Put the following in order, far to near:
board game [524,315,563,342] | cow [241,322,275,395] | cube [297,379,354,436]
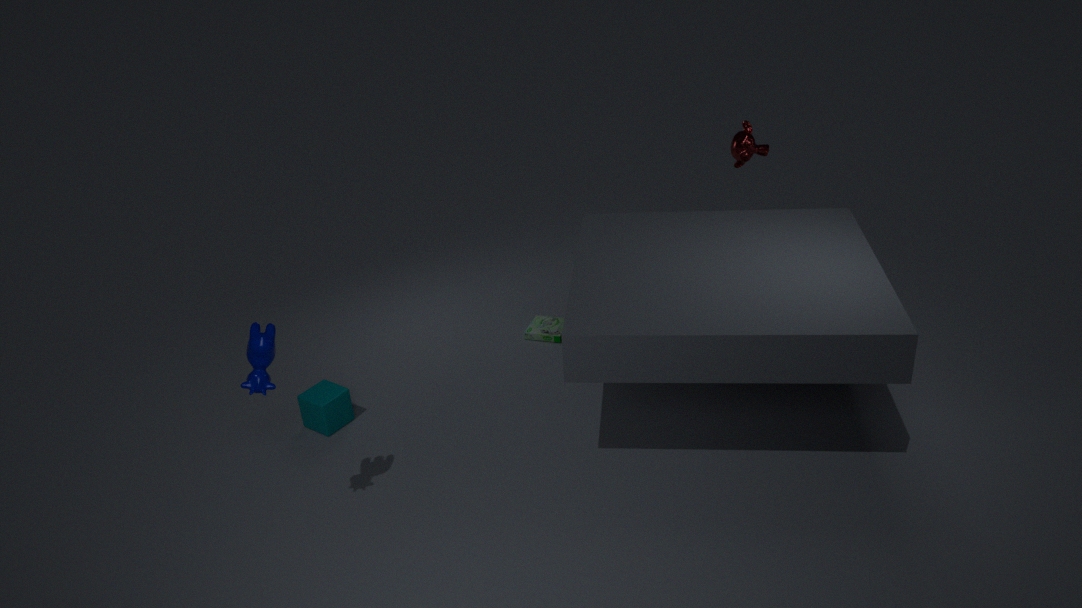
board game [524,315,563,342] < cube [297,379,354,436] < cow [241,322,275,395]
